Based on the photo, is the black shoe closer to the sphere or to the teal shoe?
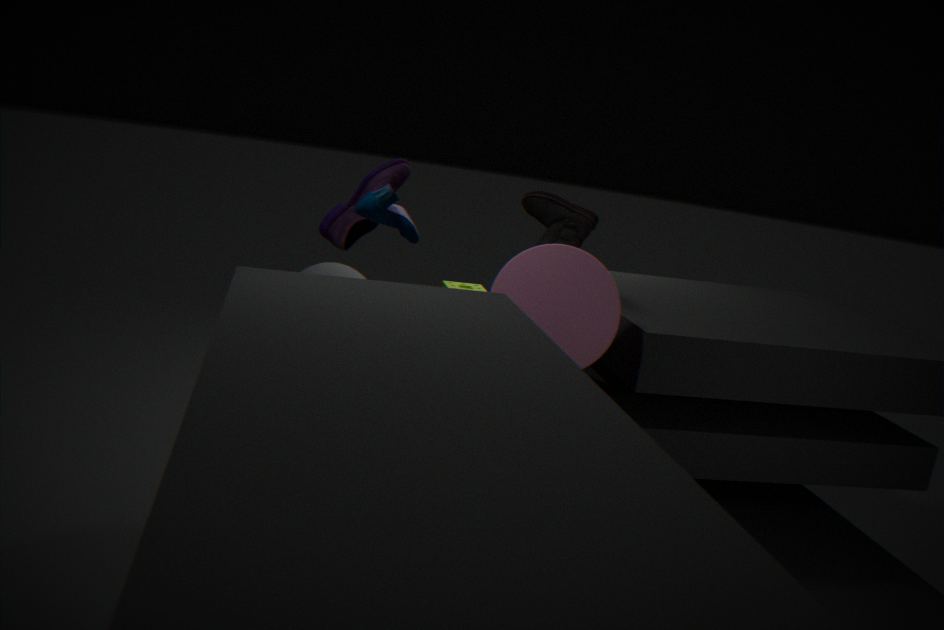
the teal shoe
